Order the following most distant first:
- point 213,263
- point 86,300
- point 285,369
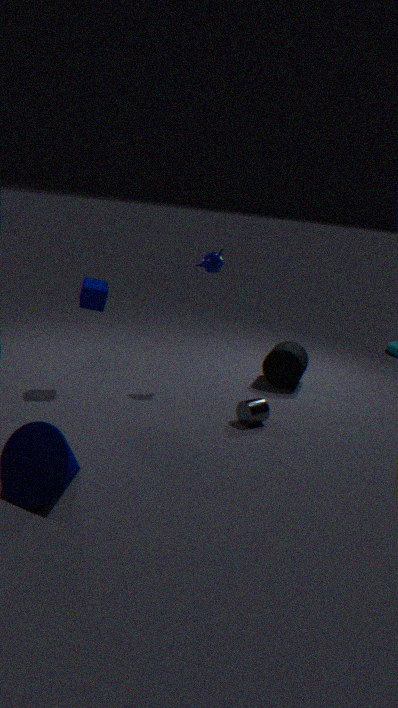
point 285,369, point 213,263, point 86,300
